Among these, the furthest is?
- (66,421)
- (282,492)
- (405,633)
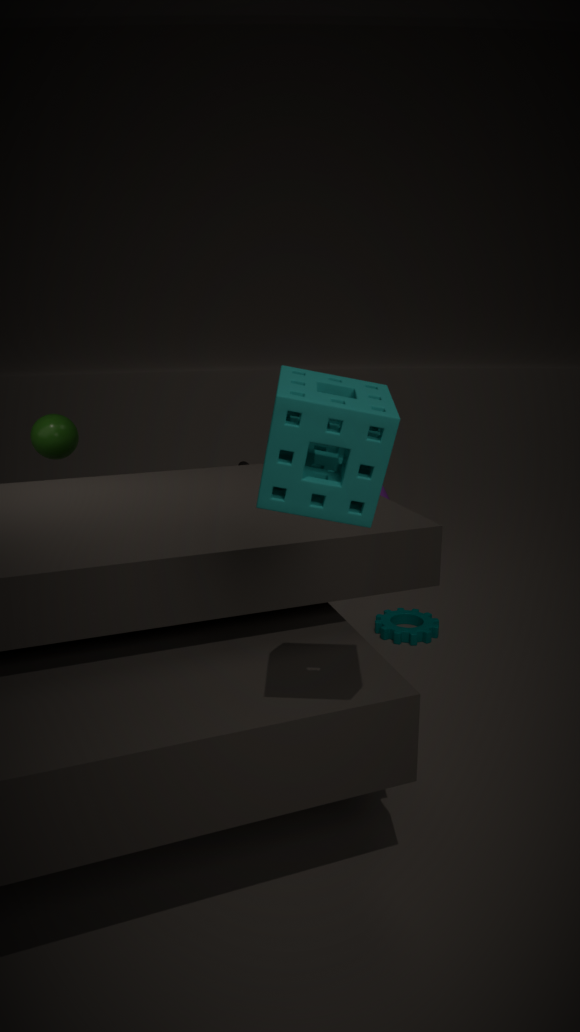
(405,633)
